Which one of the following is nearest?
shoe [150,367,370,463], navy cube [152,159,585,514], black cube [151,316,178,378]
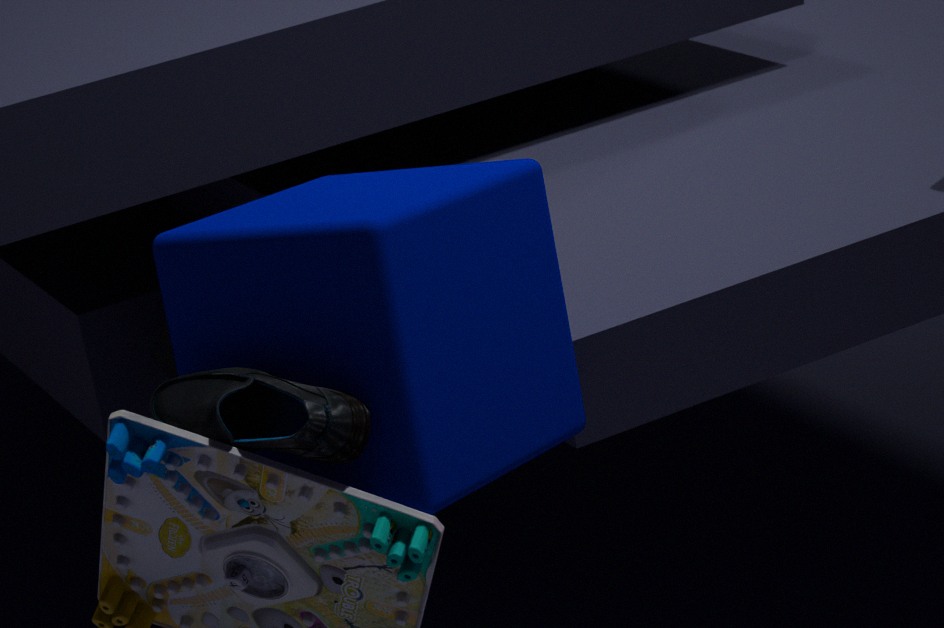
shoe [150,367,370,463]
